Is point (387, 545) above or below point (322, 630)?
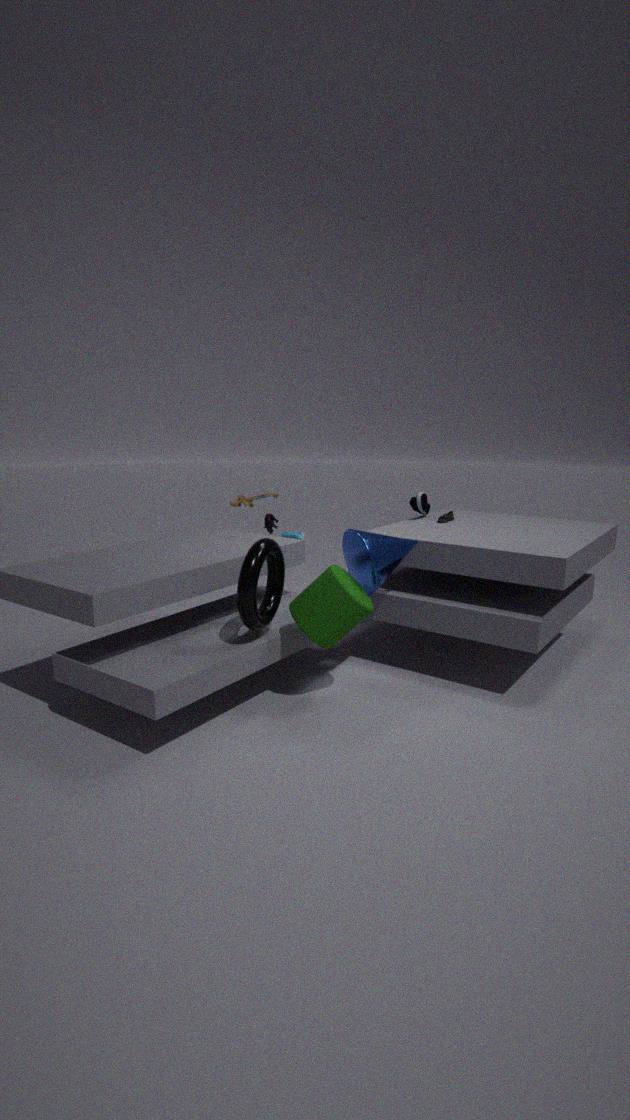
above
